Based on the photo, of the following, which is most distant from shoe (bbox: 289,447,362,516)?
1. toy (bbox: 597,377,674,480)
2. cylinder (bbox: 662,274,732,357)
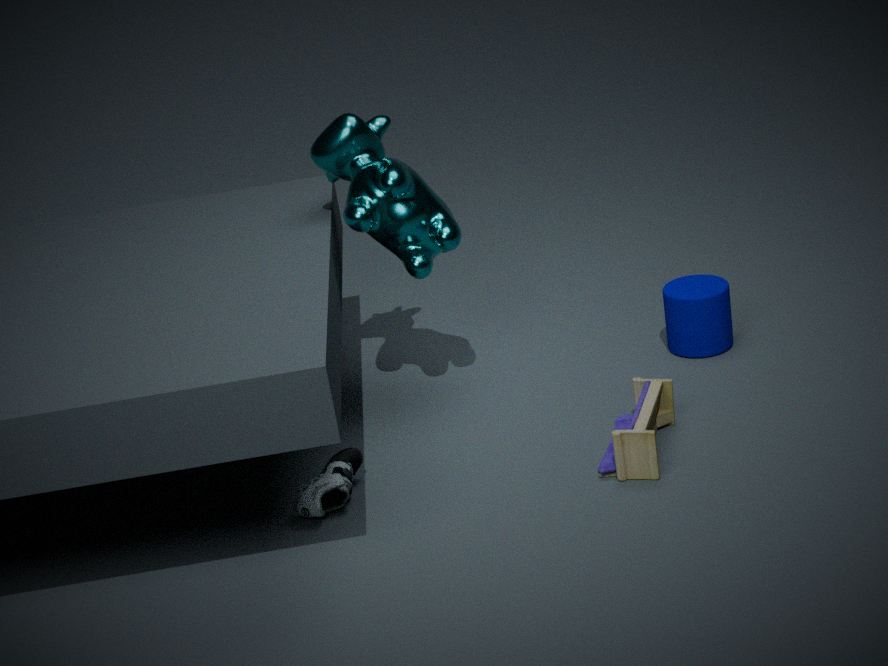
cylinder (bbox: 662,274,732,357)
